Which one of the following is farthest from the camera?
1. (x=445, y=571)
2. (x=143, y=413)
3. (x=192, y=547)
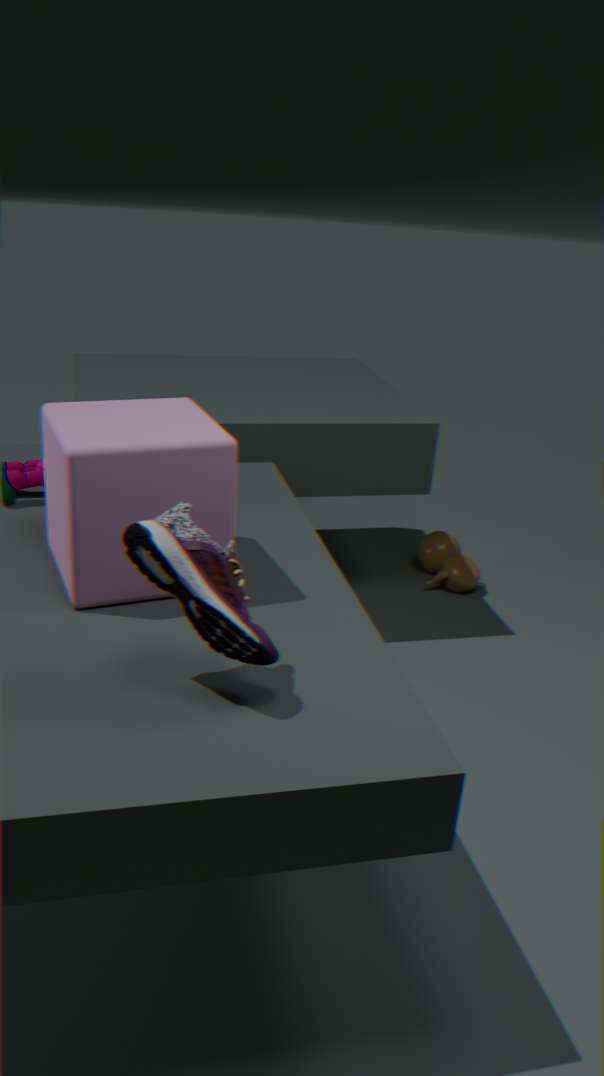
(x=445, y=571)
